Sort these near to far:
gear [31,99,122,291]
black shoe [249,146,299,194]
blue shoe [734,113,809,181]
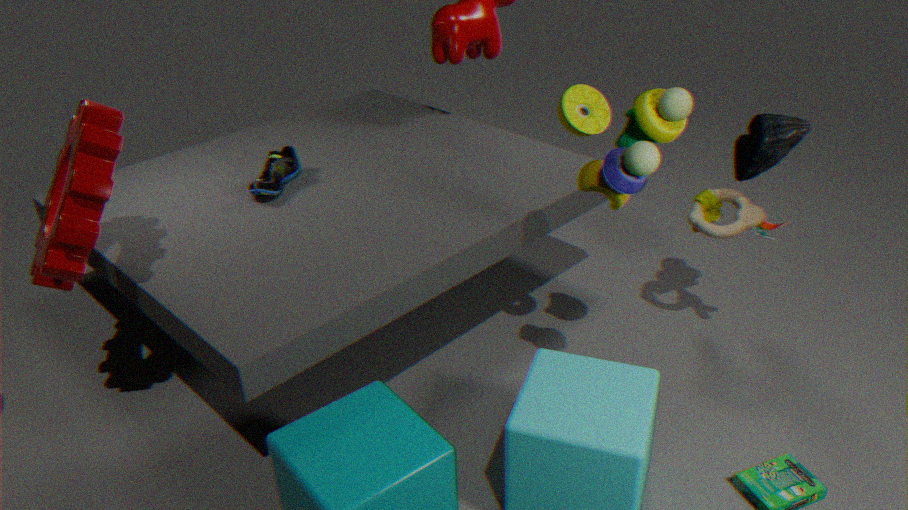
gear [31,99,122,291] → blue shoe [734,113,809,181] → black shoe [249,146,299,194]
